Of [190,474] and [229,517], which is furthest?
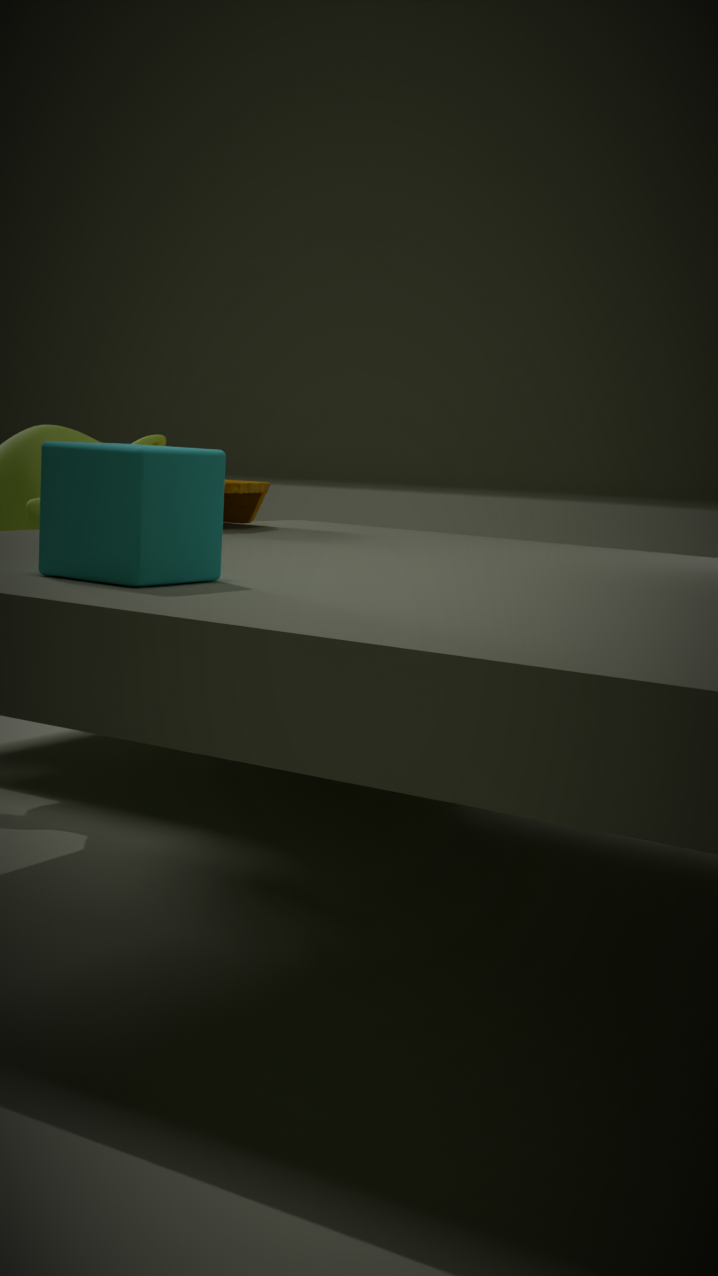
[229,517]
